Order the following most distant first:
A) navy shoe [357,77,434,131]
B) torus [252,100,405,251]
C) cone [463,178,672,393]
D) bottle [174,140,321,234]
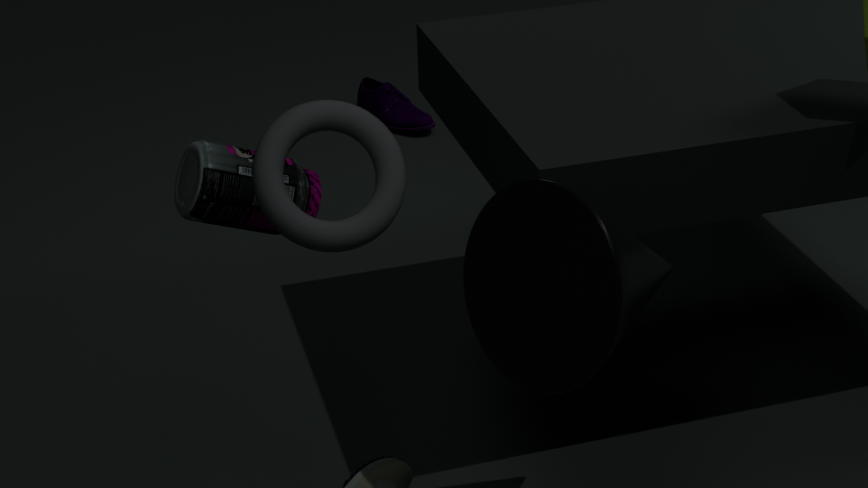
navy shoe [357,77,434,131], cone [463,178,672,393], bottle [174,140,321,234], torus [252,100,405,251]
